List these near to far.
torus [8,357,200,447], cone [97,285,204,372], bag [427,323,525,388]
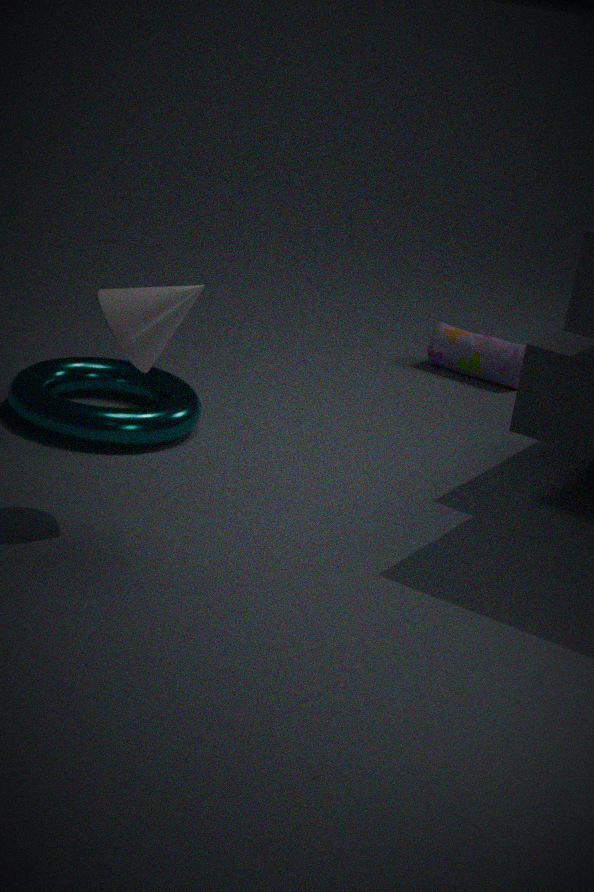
cone [97,285,204,372] < torus [8,357,200,447] < bag [427,323,525,388]
